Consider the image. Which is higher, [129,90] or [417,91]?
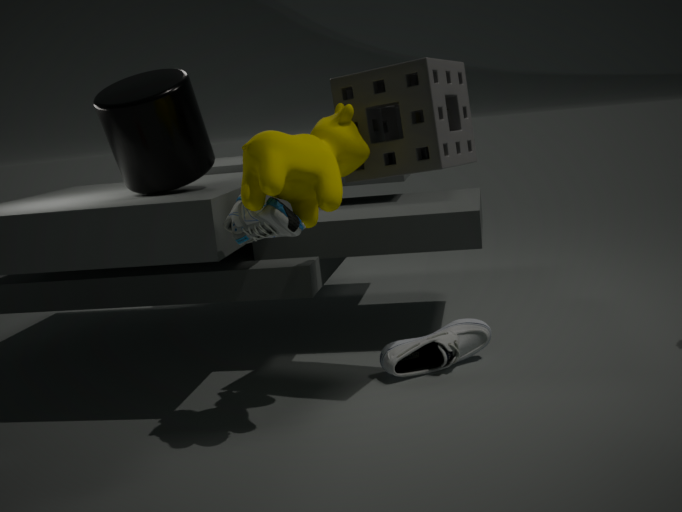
[129,90]
